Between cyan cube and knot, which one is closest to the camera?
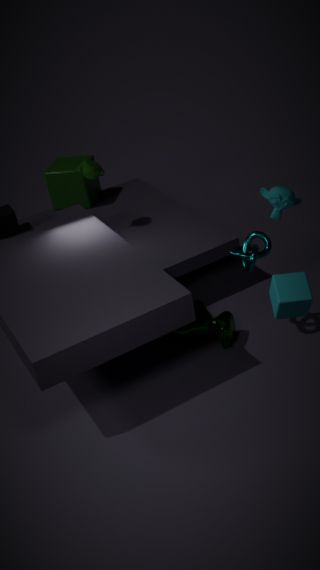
cyan cube
